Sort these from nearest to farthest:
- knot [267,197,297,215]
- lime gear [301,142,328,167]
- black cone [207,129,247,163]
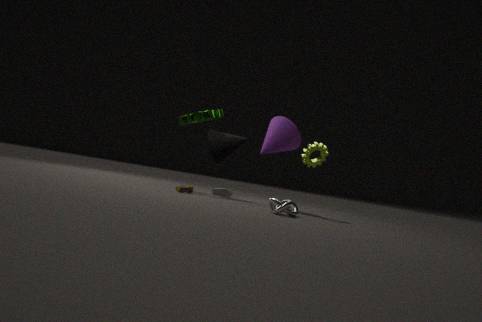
knot [267,197,297,215], lime gear [301,142,328,167], black cone [207,129,247,163]
